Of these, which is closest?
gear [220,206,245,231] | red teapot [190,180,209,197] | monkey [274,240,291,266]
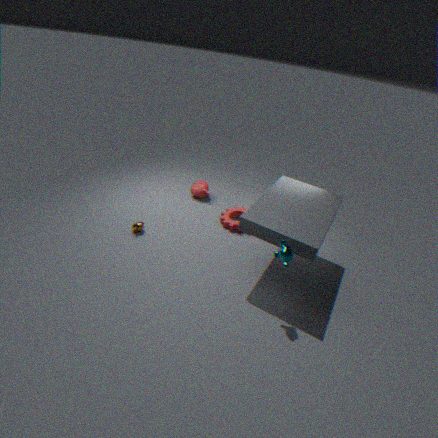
monkey [274,240,291,266]
